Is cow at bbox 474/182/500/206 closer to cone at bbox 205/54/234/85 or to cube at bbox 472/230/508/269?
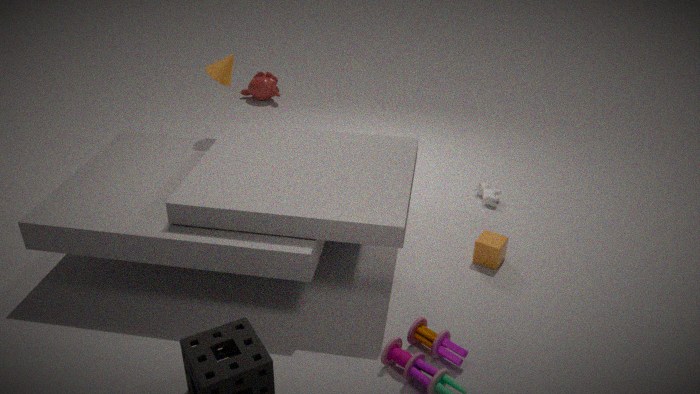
cube at bbox 472/230/508/269
